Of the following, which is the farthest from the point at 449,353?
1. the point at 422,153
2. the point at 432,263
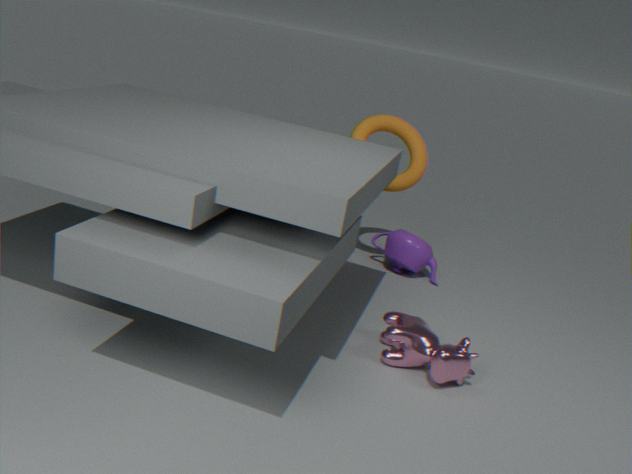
the point at 422,153
